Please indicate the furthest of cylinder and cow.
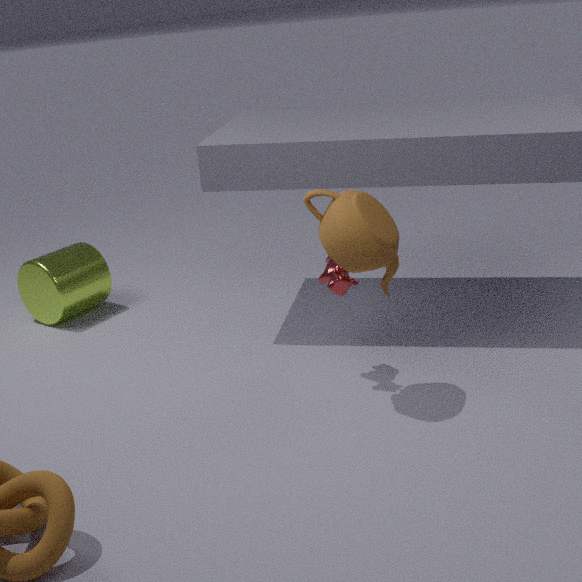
cylinder
